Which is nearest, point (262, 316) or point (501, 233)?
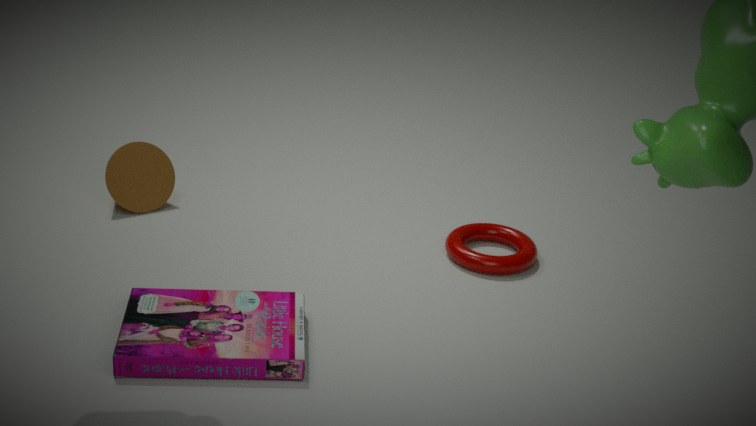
point (262, 316)
